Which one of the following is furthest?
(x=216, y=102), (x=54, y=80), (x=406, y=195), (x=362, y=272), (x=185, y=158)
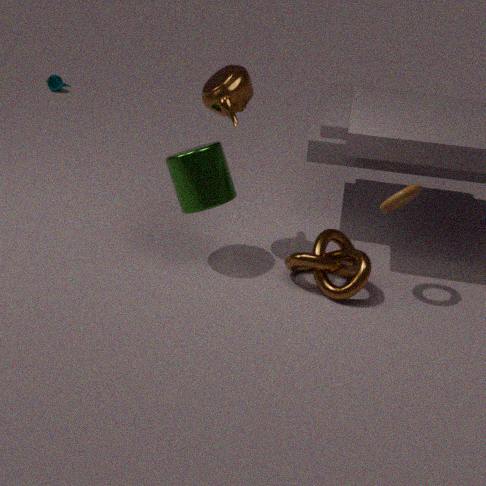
(x=54, y=80)
